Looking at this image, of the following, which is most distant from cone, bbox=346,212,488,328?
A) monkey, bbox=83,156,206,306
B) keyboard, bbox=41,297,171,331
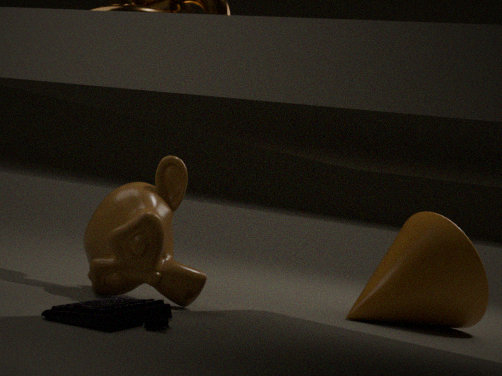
keyboard, bbox=41,297,171,331
